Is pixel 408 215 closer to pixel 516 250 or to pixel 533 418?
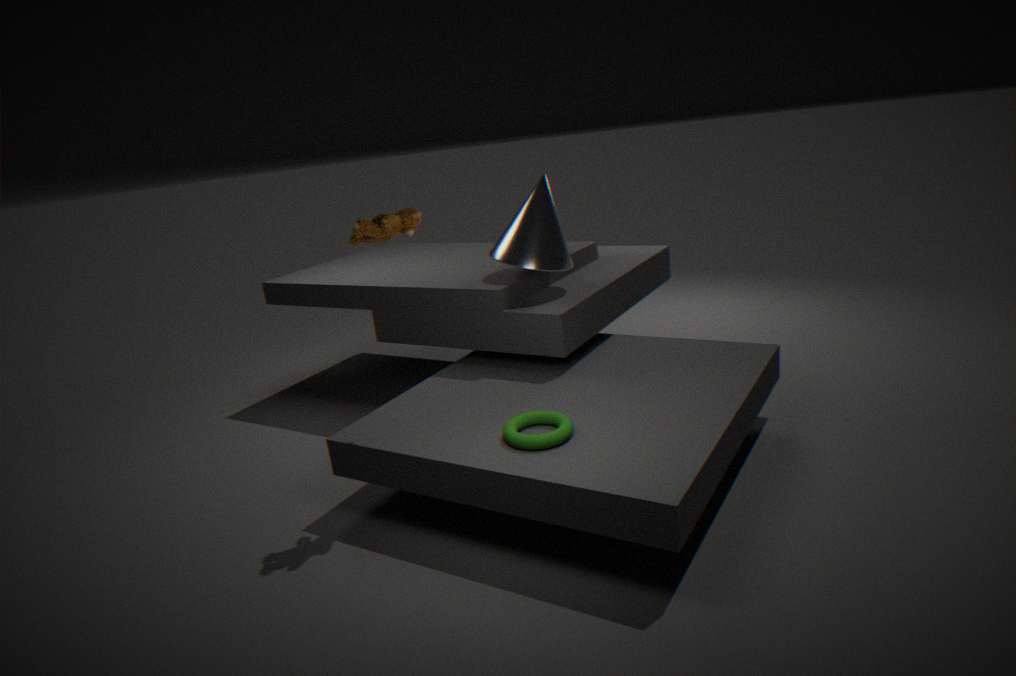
pixel 533 418
